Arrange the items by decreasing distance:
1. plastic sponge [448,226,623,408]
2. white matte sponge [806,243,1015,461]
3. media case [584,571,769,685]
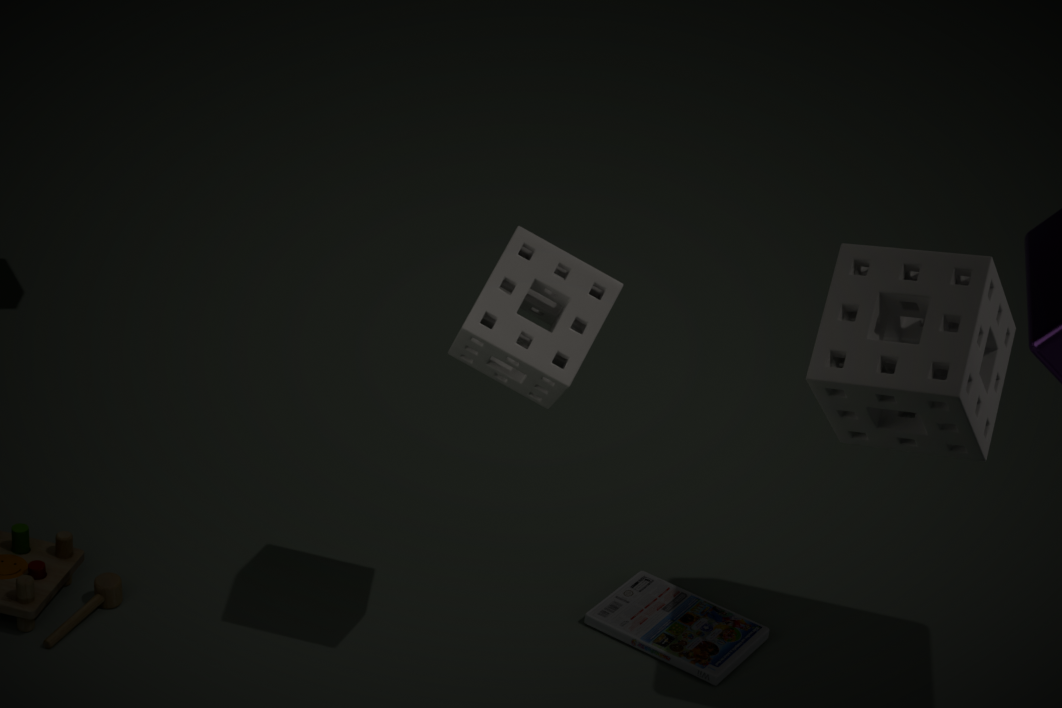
1. media case [584,571,769,685]
2. plastic sponge [448,226,623,408]
3. white matte sponge [806,243,1015,461]
